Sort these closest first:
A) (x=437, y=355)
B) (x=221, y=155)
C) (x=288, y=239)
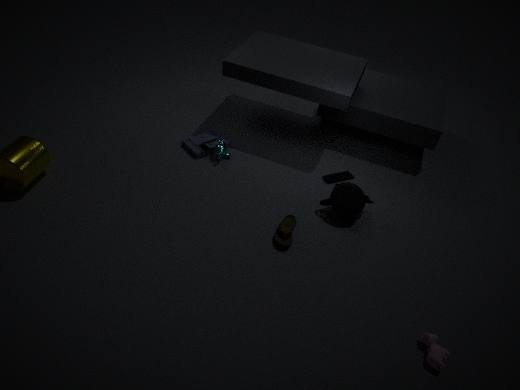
(x=437, y=355)
(x=288, y=239)
(x=221, y=155)
